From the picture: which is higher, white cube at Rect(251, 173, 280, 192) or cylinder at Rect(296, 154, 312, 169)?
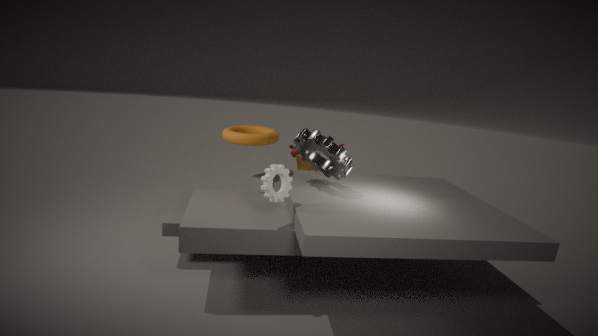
cylinder at Rect(296, 154, 312, 169)
